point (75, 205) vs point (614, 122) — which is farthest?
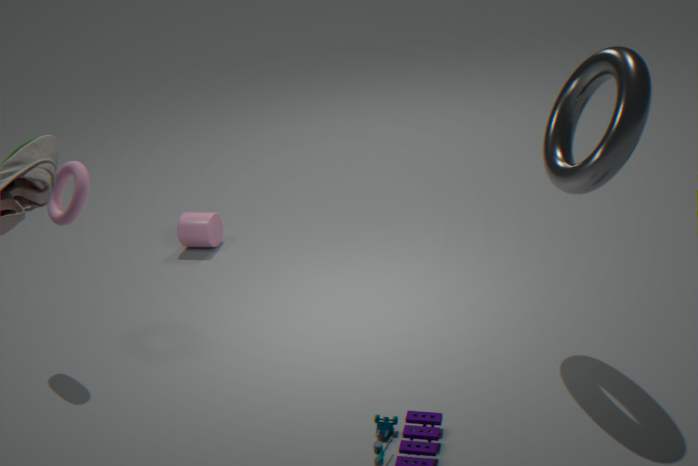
point (75, 205)
